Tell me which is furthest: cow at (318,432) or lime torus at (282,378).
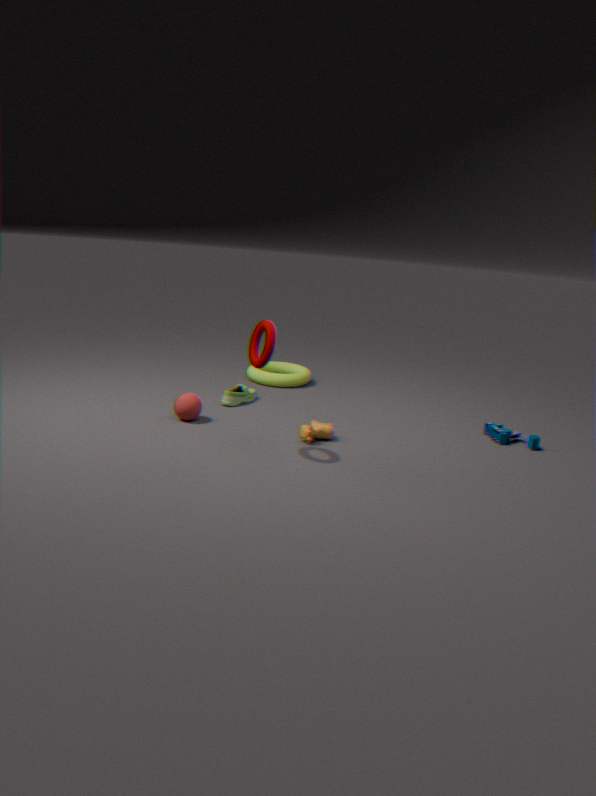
lime torus at (282,378)
